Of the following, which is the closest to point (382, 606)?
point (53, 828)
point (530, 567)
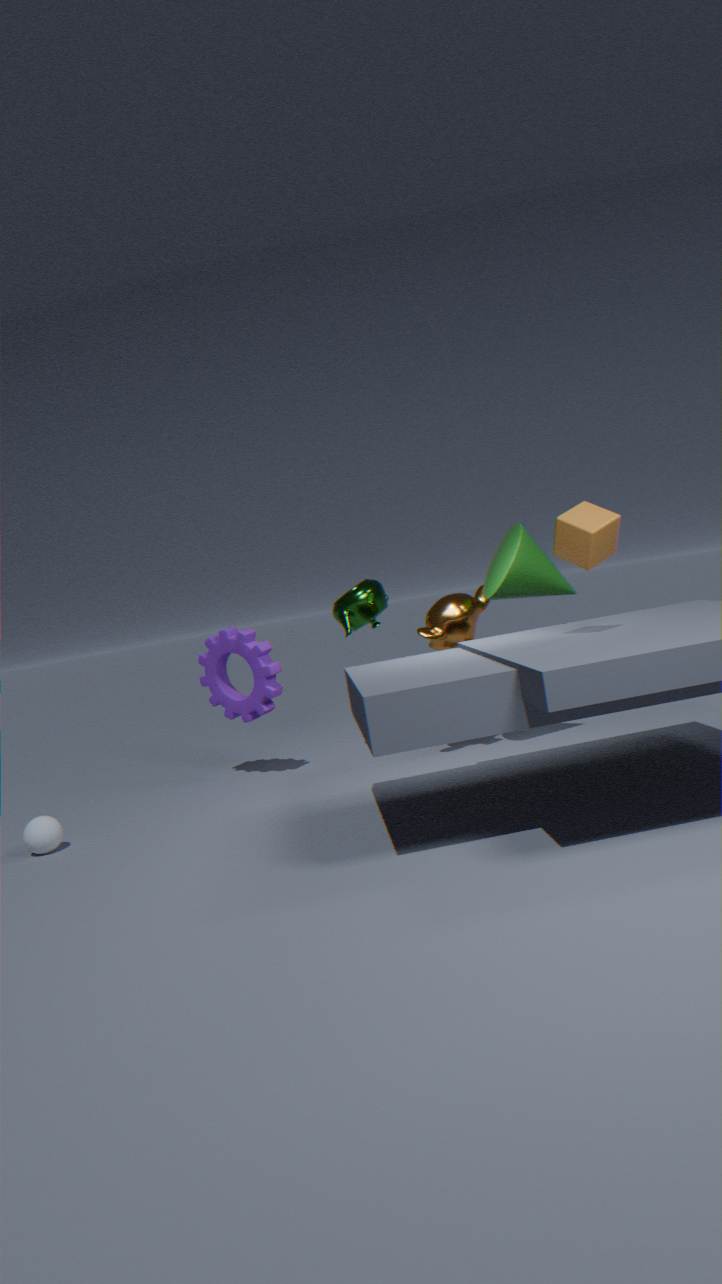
point (530, 567)
